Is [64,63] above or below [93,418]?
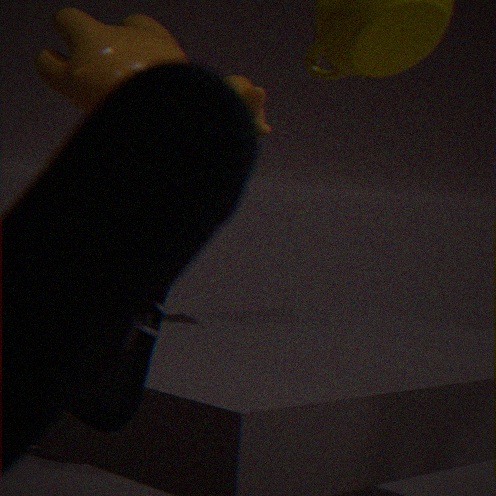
above
